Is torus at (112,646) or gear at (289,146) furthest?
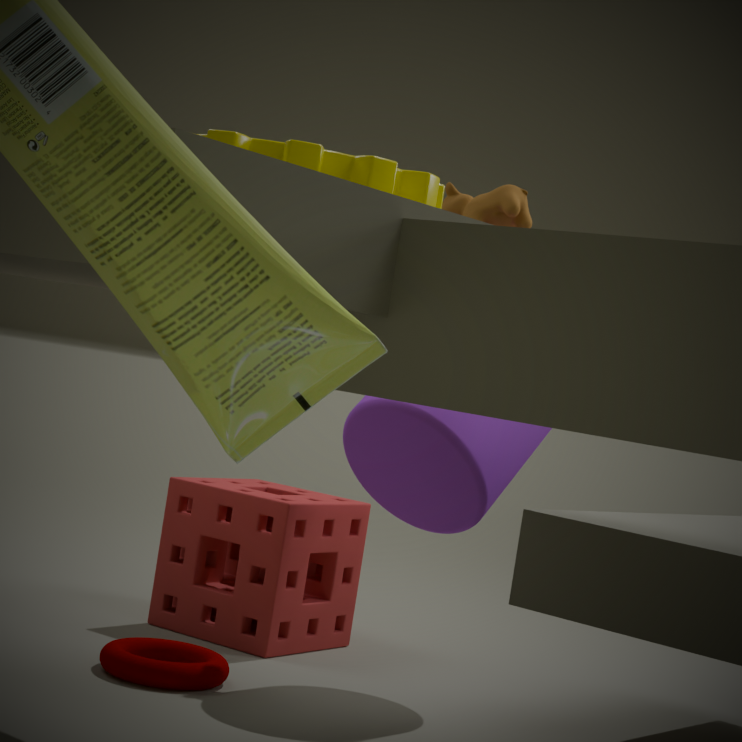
torus at (112,646)
